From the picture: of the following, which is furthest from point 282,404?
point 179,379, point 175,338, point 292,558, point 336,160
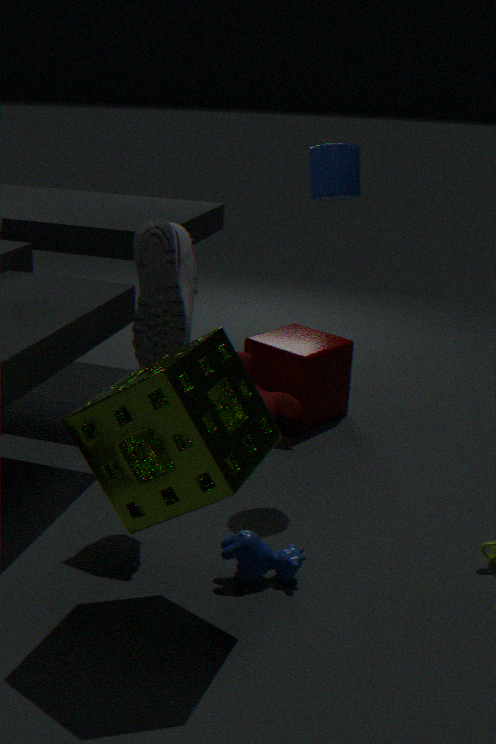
point 179,379
